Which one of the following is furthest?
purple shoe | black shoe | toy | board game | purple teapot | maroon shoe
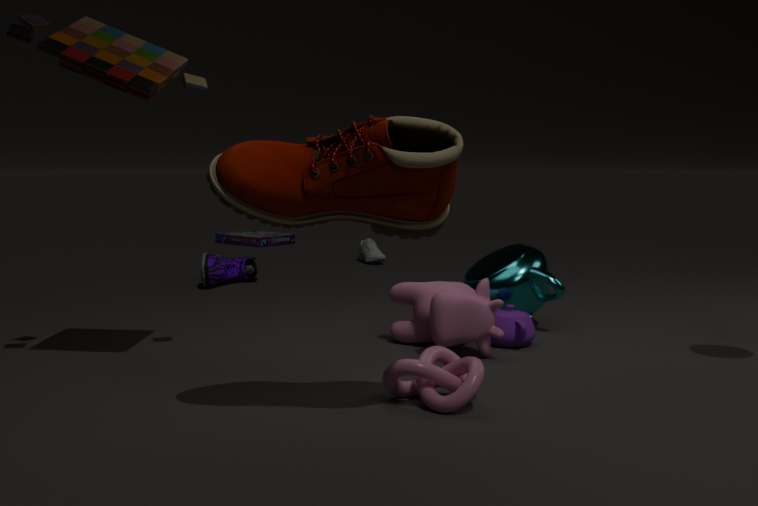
board game
